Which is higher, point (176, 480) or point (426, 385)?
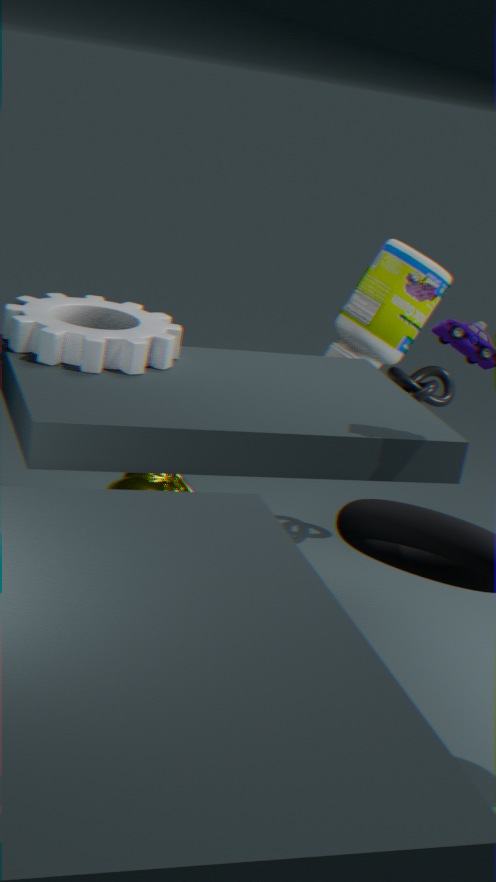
point (426, 385)
